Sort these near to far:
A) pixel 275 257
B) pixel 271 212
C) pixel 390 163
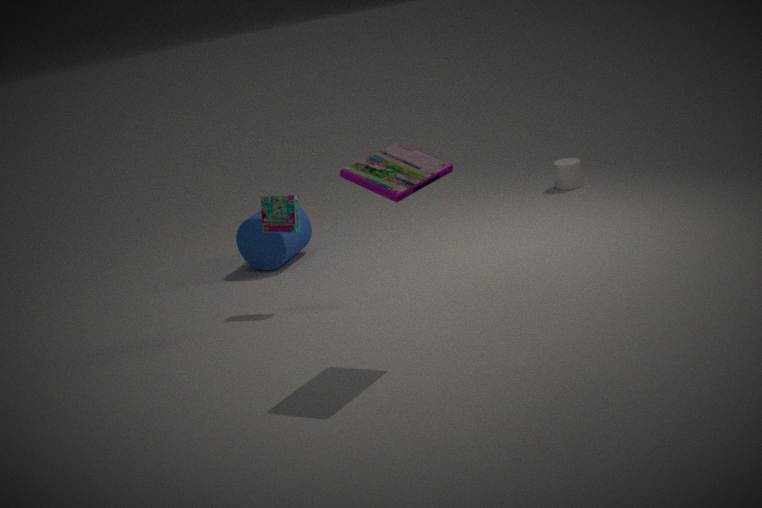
pixel 390 163 < pixel 271 212 < pixel 275 257
